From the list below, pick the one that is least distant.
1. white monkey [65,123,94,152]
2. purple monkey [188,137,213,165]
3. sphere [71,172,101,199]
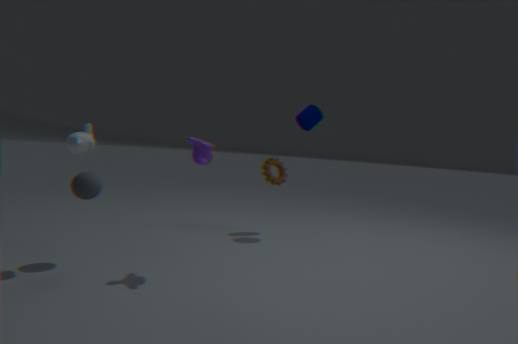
white monkey [65,123,94,152]
